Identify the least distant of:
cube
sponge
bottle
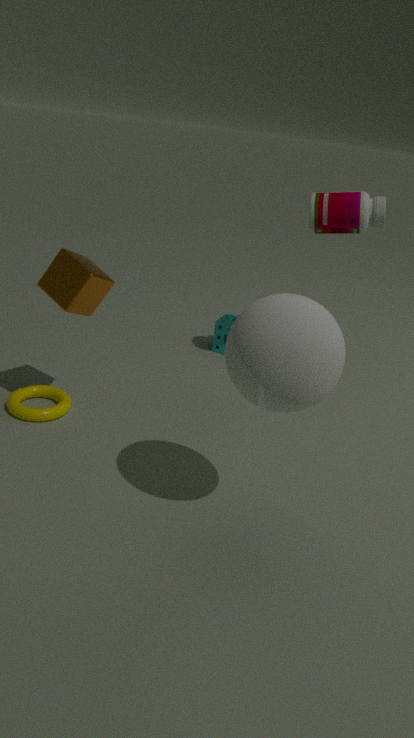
cube
